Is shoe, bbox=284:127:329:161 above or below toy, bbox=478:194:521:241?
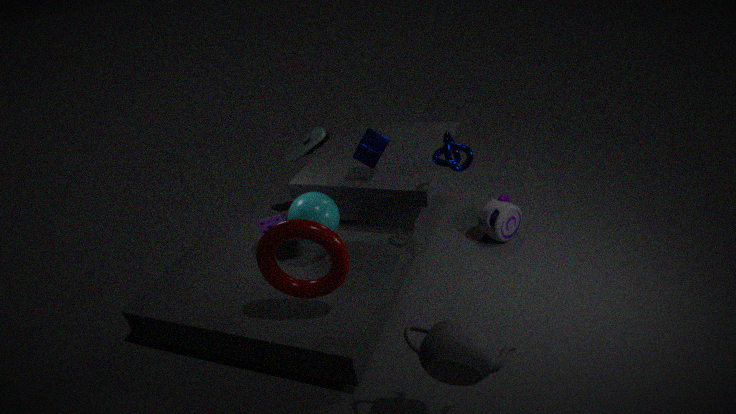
above
